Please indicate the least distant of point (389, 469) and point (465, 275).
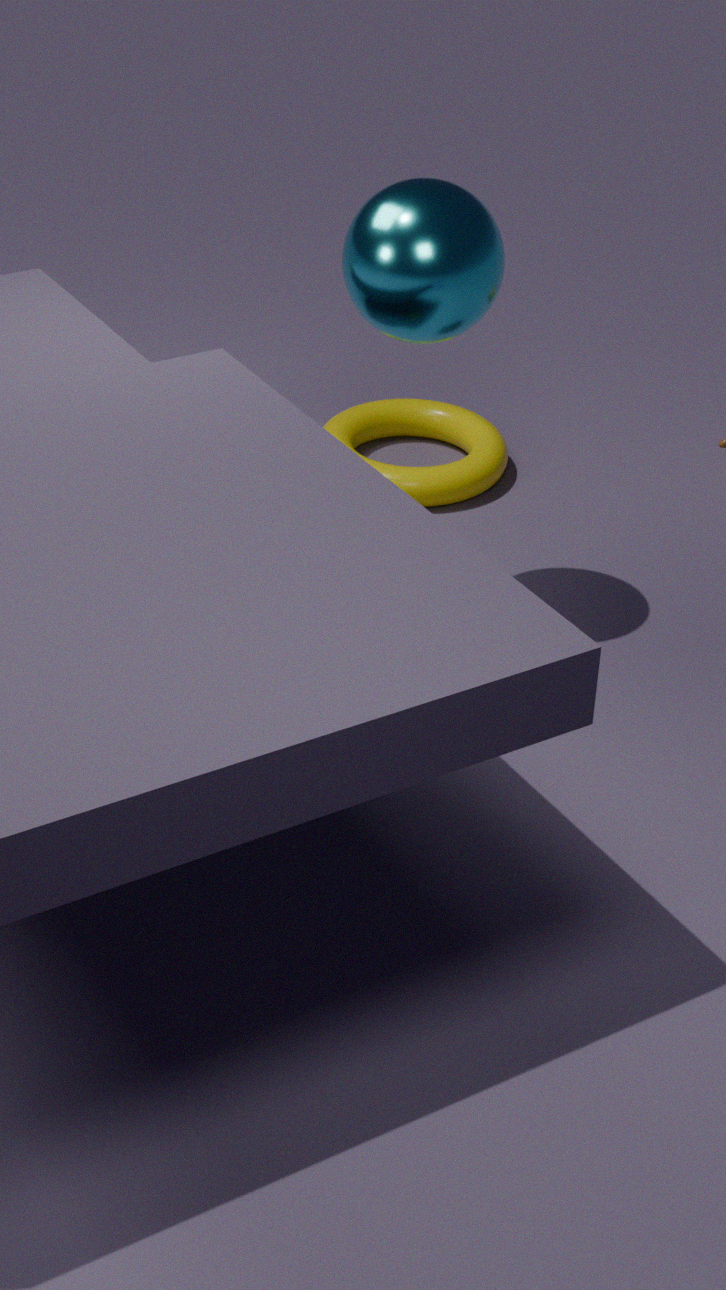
point (465, 275)
